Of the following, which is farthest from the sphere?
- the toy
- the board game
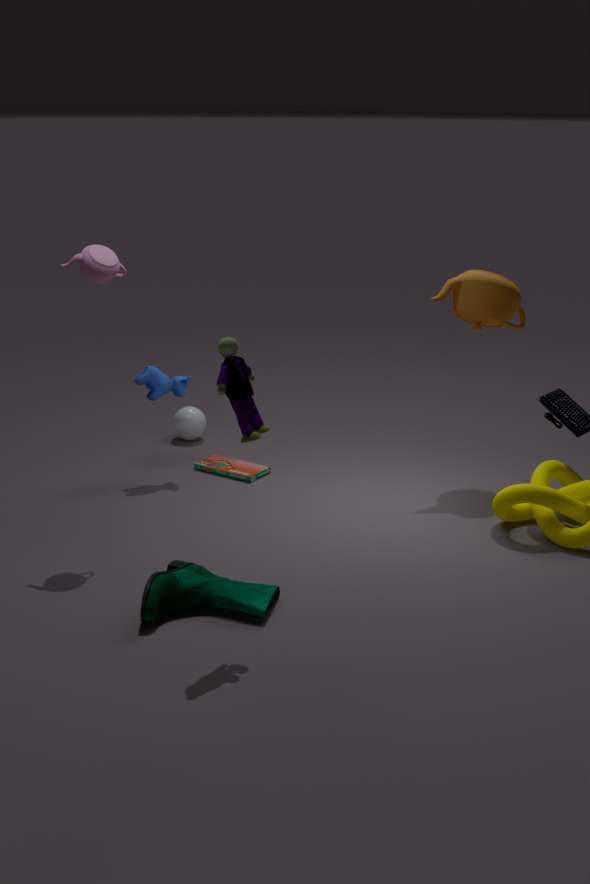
the toy
